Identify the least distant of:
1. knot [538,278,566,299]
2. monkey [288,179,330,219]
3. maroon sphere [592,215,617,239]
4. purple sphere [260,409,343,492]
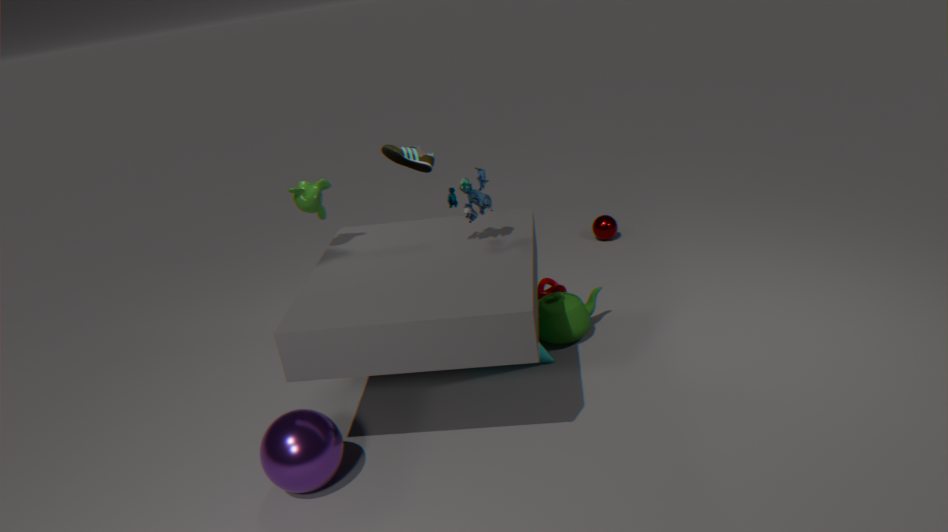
purple sphere [260,409,343,492]
